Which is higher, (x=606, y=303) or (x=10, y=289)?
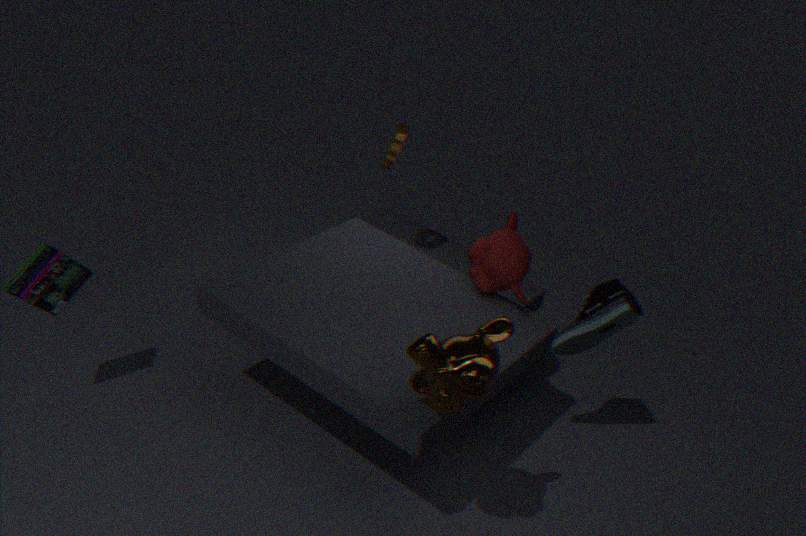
(x=606, y=303)
